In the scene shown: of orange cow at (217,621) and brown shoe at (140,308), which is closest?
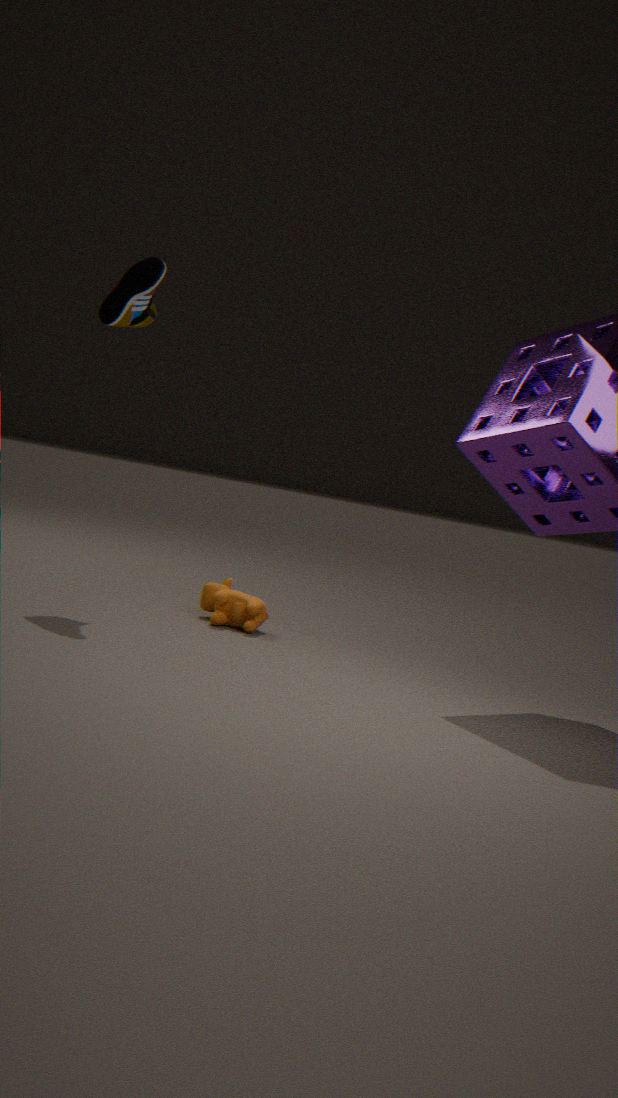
brown shoe at (140,308)
